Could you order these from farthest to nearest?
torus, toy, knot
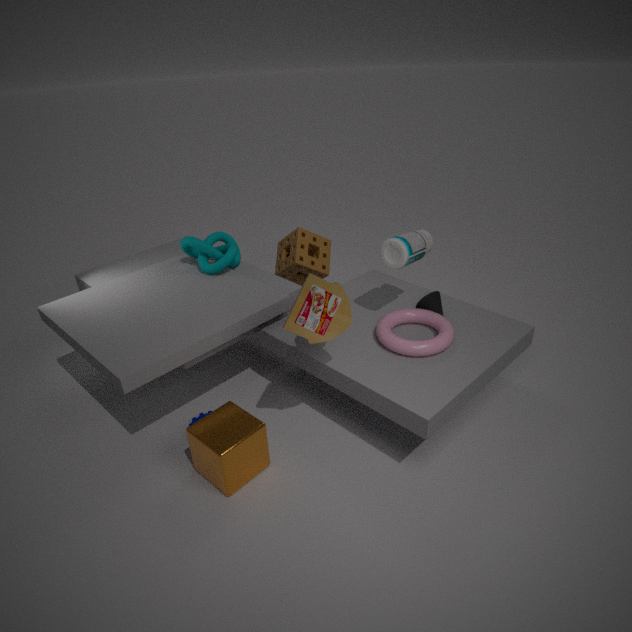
knot
torus
toy
